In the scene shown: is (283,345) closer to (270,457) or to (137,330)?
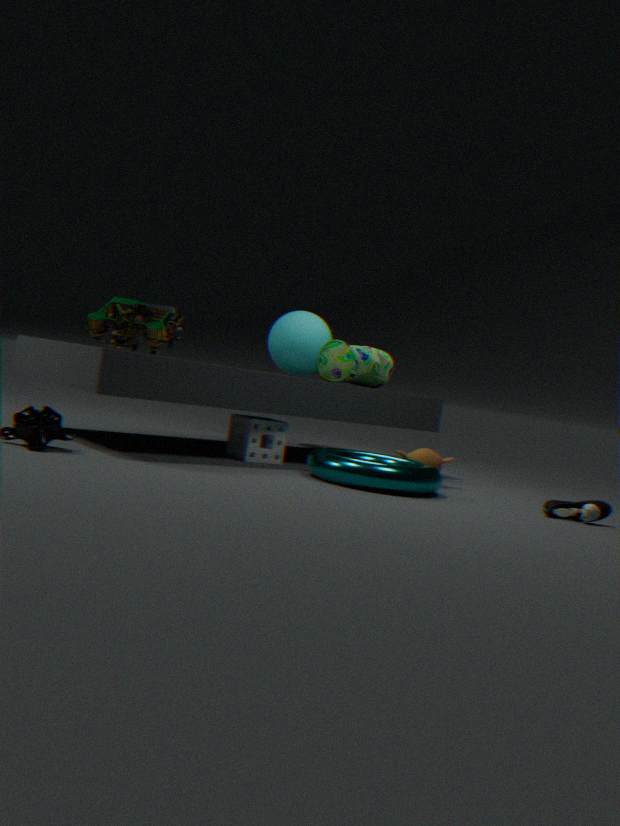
(270,457)
